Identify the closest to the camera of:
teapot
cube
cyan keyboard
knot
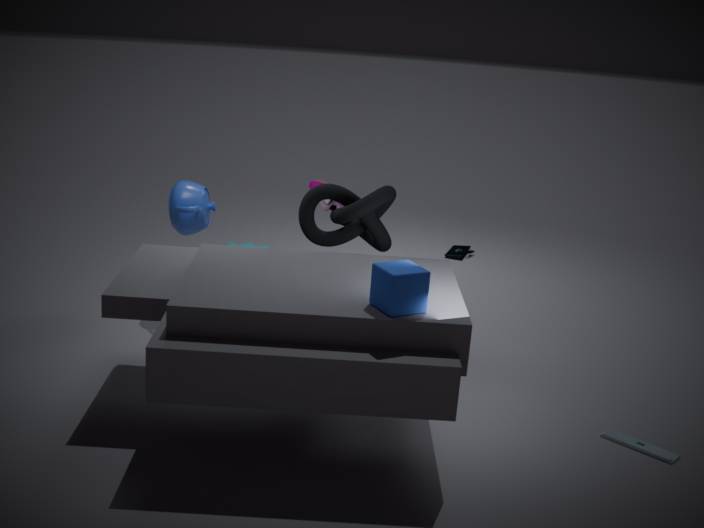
cube
